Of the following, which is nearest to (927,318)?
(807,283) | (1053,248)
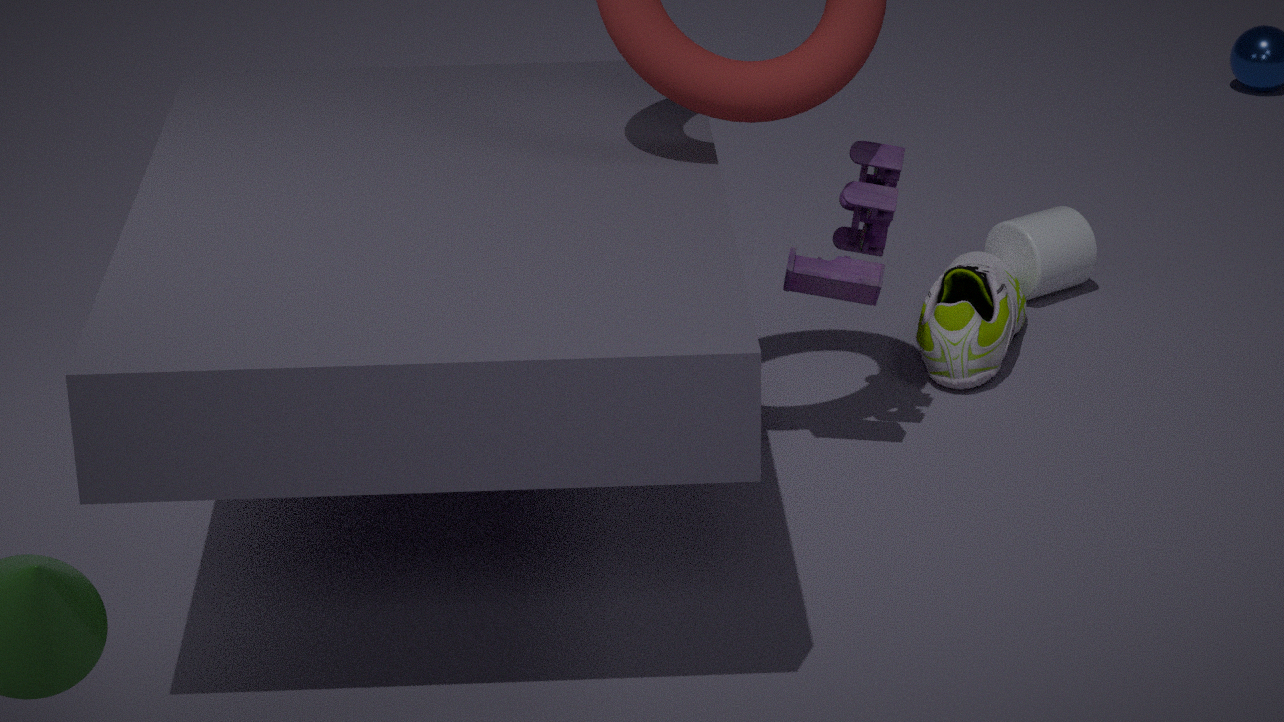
(1053,248)
